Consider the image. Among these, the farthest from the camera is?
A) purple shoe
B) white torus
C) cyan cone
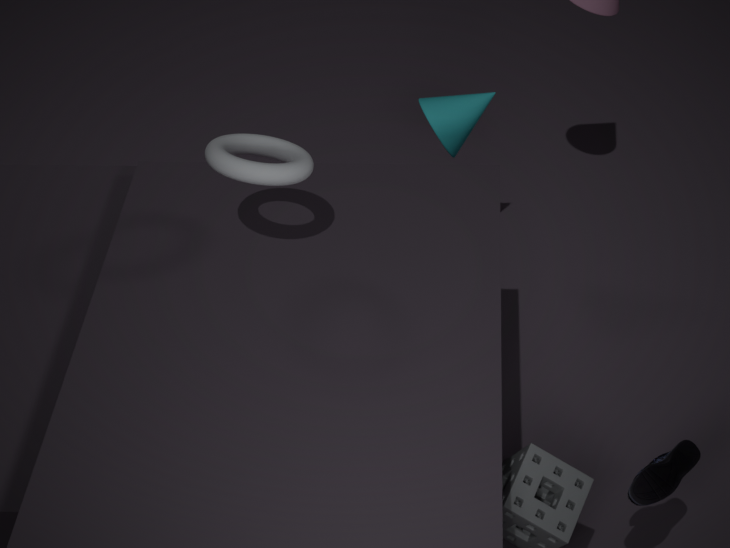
cyan cone
